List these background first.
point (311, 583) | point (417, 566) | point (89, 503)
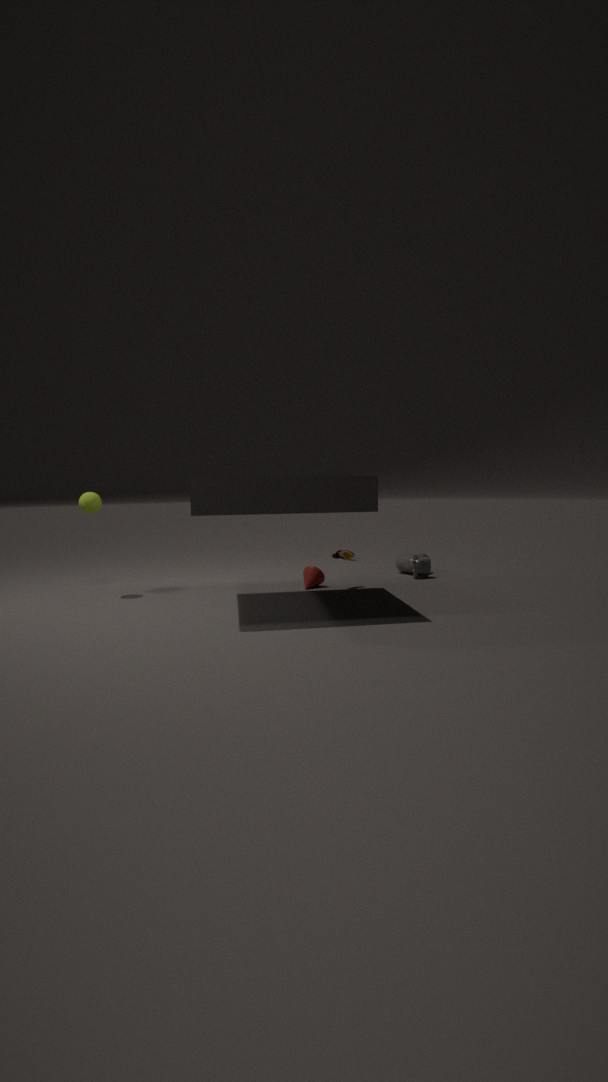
point (417, 566) → point (311, 583) → point (89, 503)
